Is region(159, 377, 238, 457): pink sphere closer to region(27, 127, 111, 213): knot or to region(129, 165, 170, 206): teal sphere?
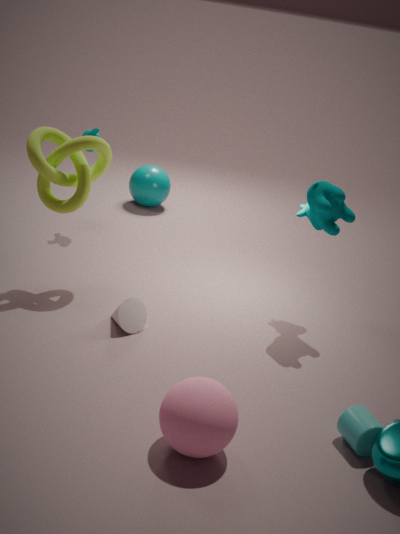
region(27, 127, 111, 213): knot
